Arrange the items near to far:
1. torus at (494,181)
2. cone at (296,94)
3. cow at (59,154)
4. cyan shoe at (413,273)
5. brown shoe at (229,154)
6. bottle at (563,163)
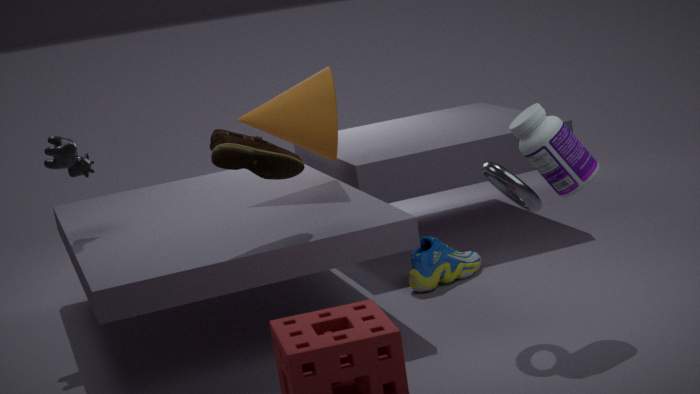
torus at (494,181) → bottle at (563,163) → brown shoe at (229,154) → cow at (59,154) → cyan shoe at (413,273) → cone at (296,94)
